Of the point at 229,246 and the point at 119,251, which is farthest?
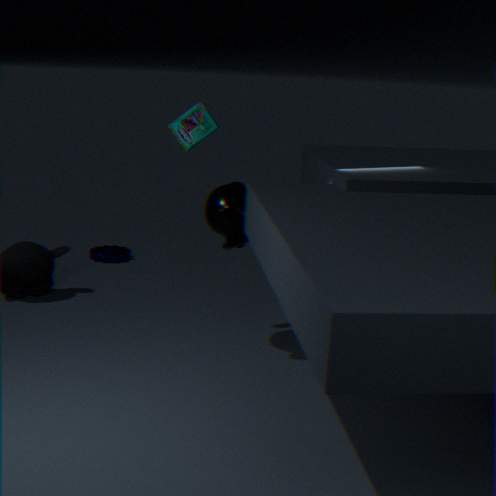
the point at 119,251
